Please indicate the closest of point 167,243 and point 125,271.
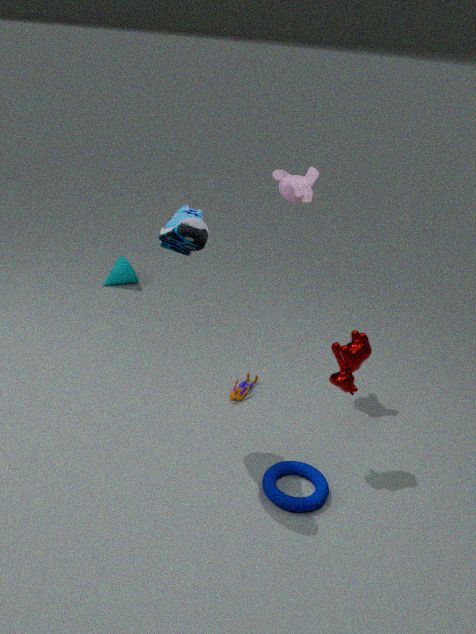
point 167,243
